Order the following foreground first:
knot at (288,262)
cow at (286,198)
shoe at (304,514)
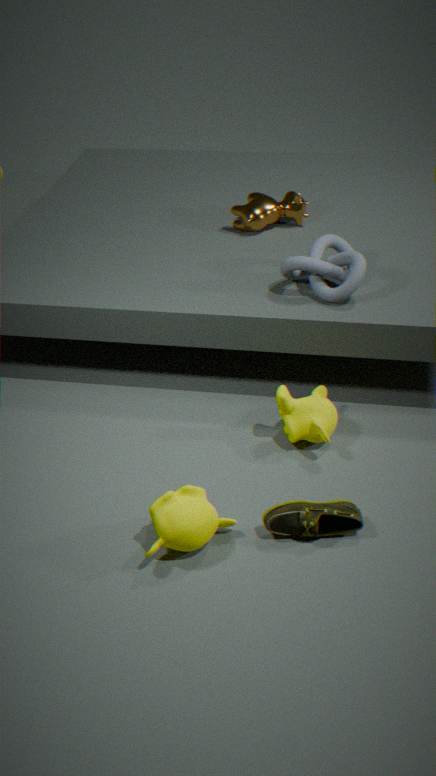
1. shoe at (304,514)
2. knot at (288,262)
3. cow at (286,198)
